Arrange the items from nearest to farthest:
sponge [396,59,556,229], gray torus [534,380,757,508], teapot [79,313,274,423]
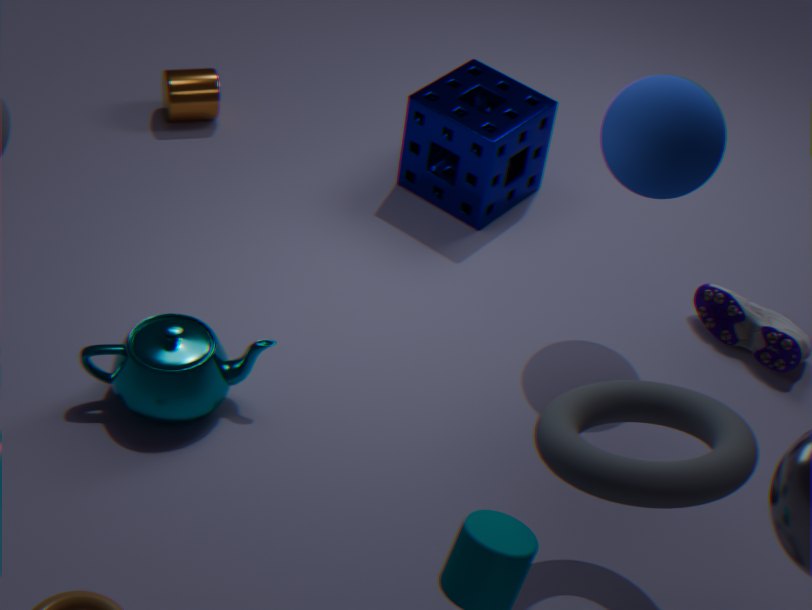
gray torus [534,380,757,508] → teapot [79,313,274,423] → sponge [396,59,556,229]
